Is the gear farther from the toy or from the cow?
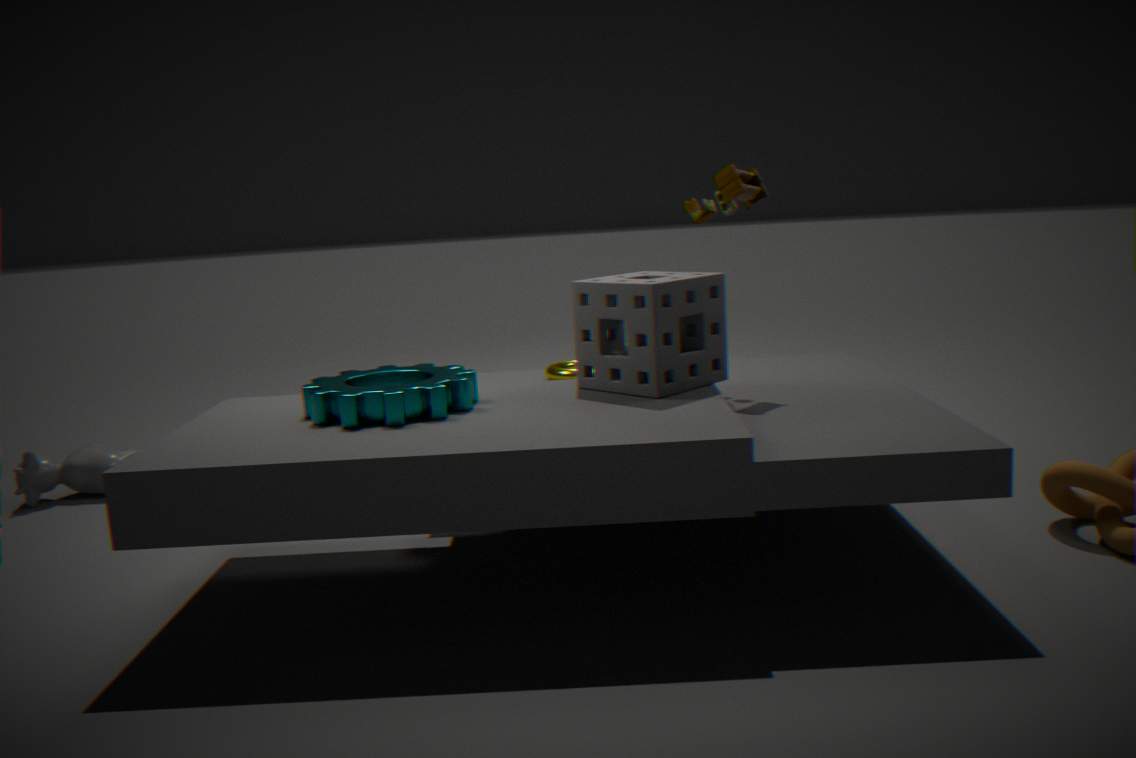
the cow
